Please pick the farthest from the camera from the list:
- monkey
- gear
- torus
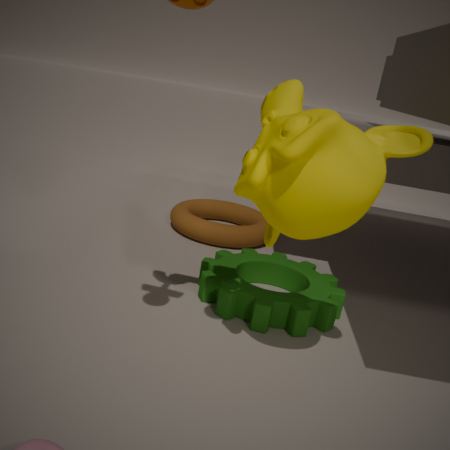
torus
